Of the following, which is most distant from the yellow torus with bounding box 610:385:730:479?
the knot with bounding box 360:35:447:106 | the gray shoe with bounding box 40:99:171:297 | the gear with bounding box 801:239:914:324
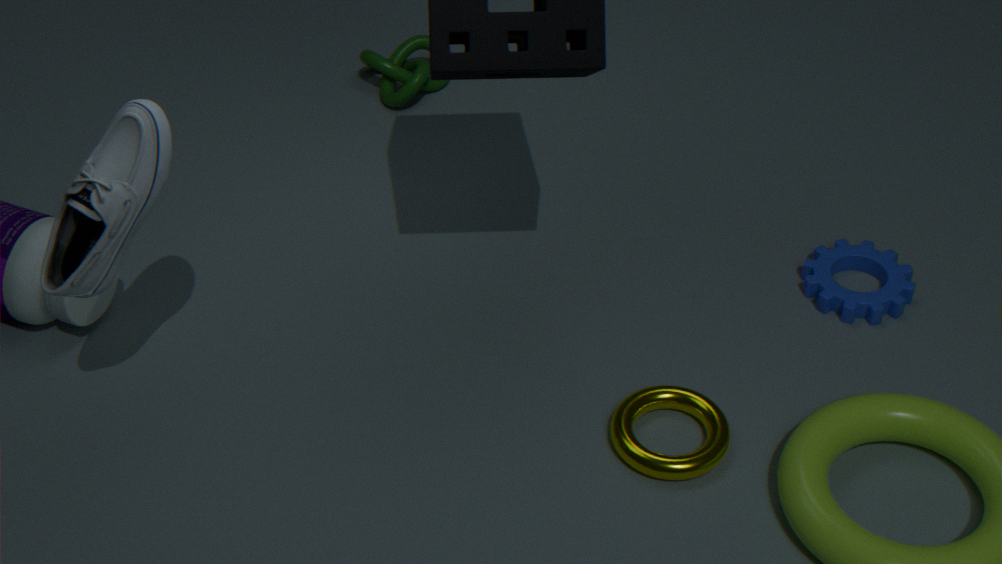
the knot with bounding box 360:35:447:106
